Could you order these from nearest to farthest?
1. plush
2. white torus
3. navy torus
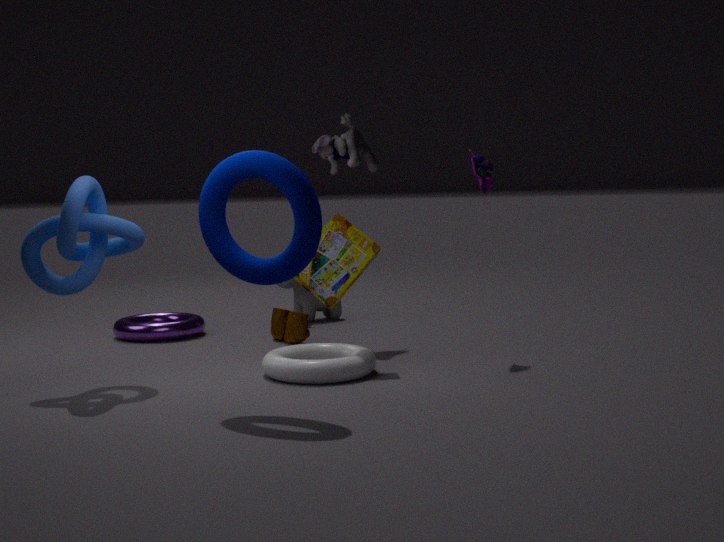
navy torus
white torus
plush
